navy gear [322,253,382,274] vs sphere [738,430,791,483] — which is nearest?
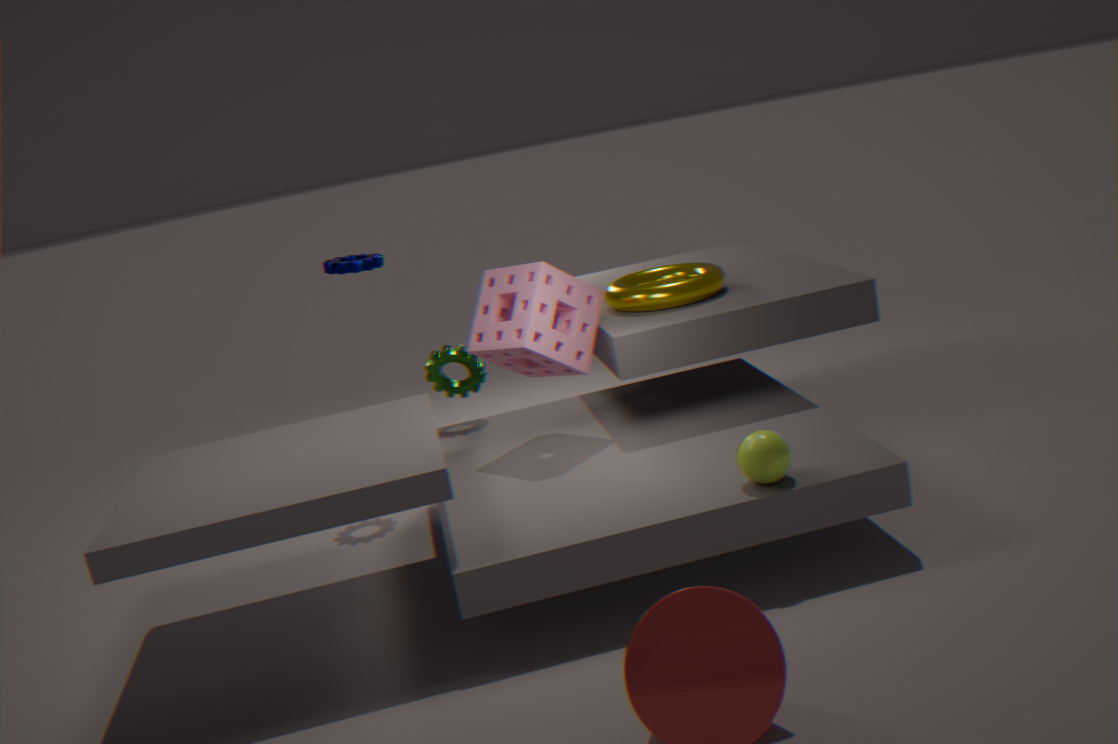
sphere [738,430,791,483]
